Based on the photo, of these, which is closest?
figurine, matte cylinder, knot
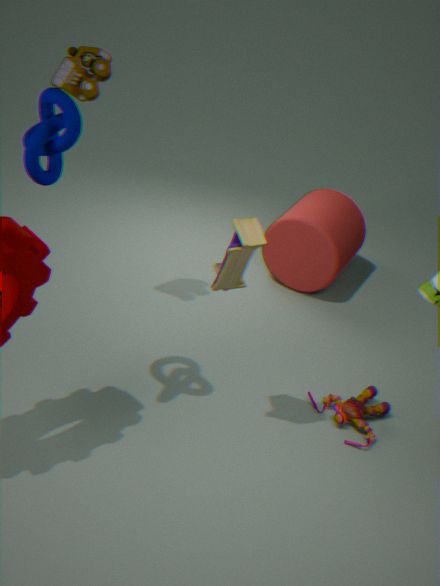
knot
